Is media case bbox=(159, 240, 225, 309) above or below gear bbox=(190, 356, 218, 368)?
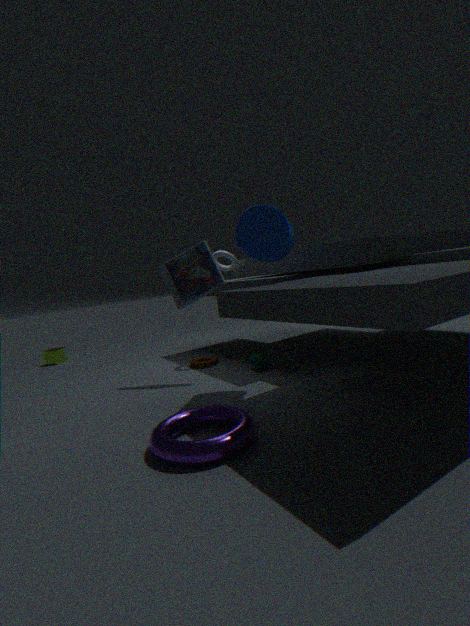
above
